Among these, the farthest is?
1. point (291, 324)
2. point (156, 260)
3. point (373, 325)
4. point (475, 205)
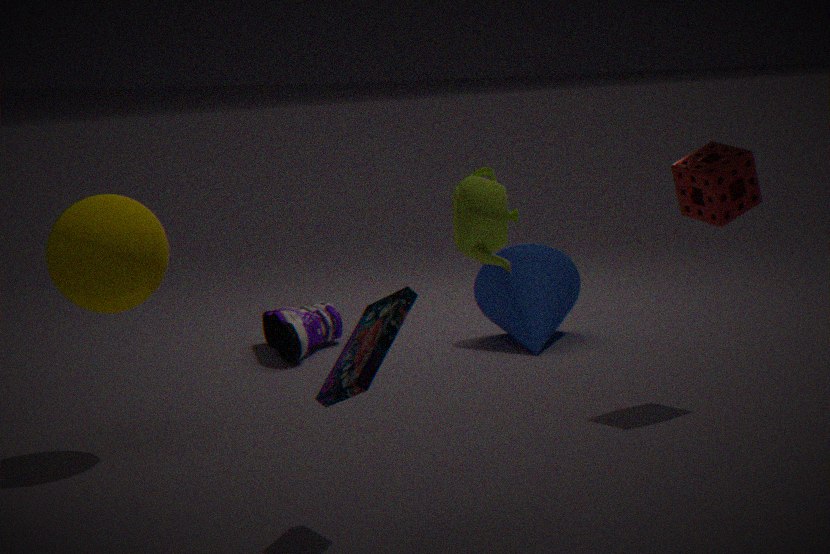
point (291, 324)
